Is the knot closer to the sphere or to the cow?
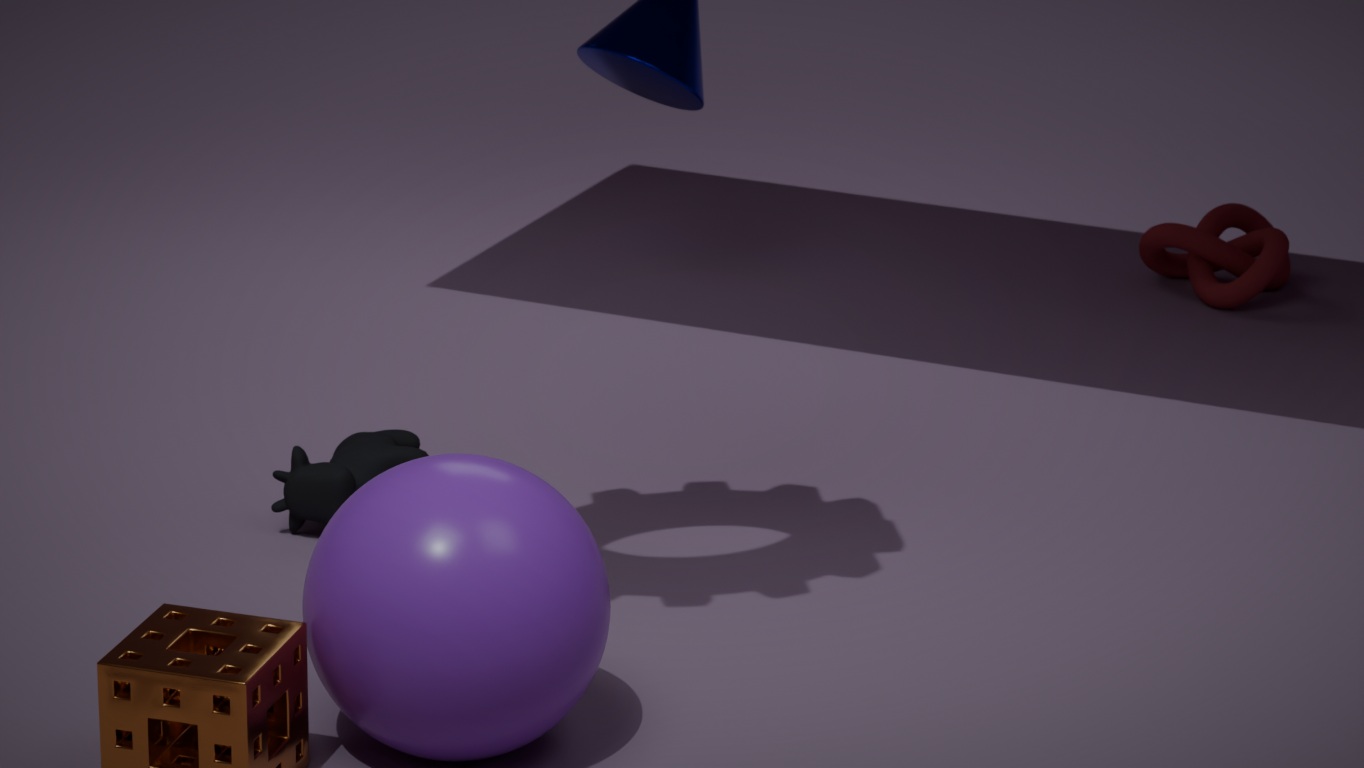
the cow
